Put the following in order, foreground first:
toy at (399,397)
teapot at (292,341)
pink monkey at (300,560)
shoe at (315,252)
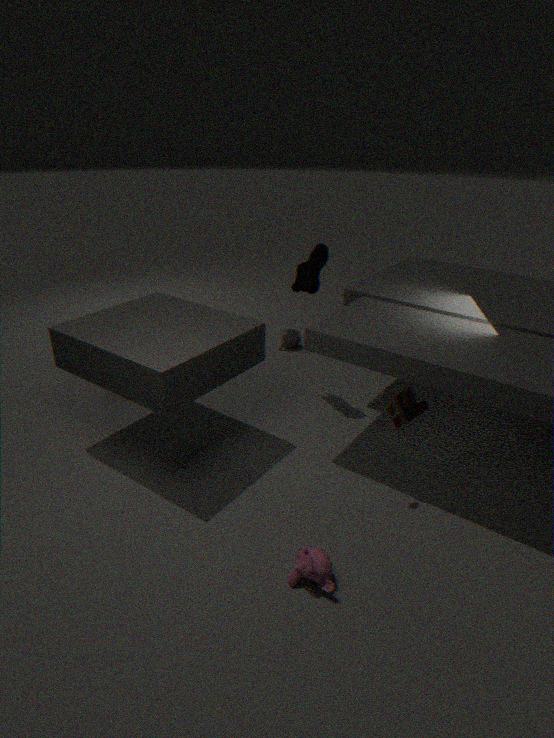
pink monkey at (300,560) < toy at (399,397) < shoe at (315,252) < teapot at (292,341)
